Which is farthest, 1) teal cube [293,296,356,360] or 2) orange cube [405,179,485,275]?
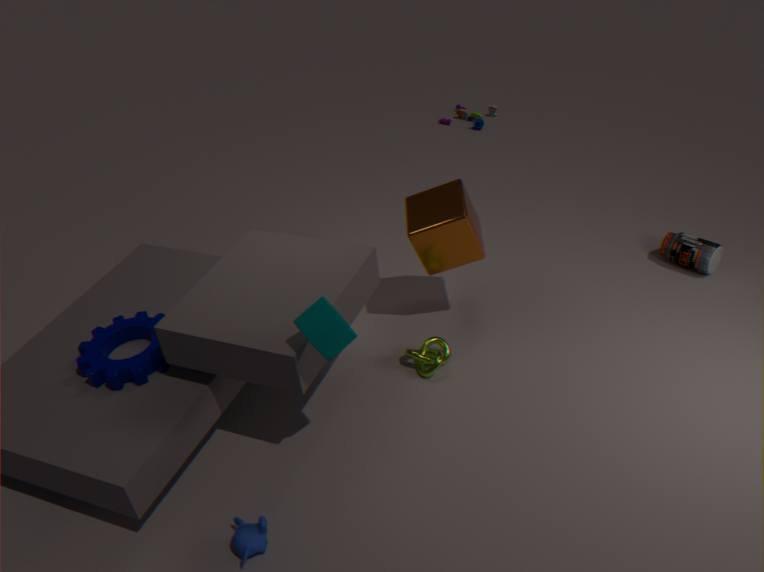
2. orange cube [405,179,485,275]
